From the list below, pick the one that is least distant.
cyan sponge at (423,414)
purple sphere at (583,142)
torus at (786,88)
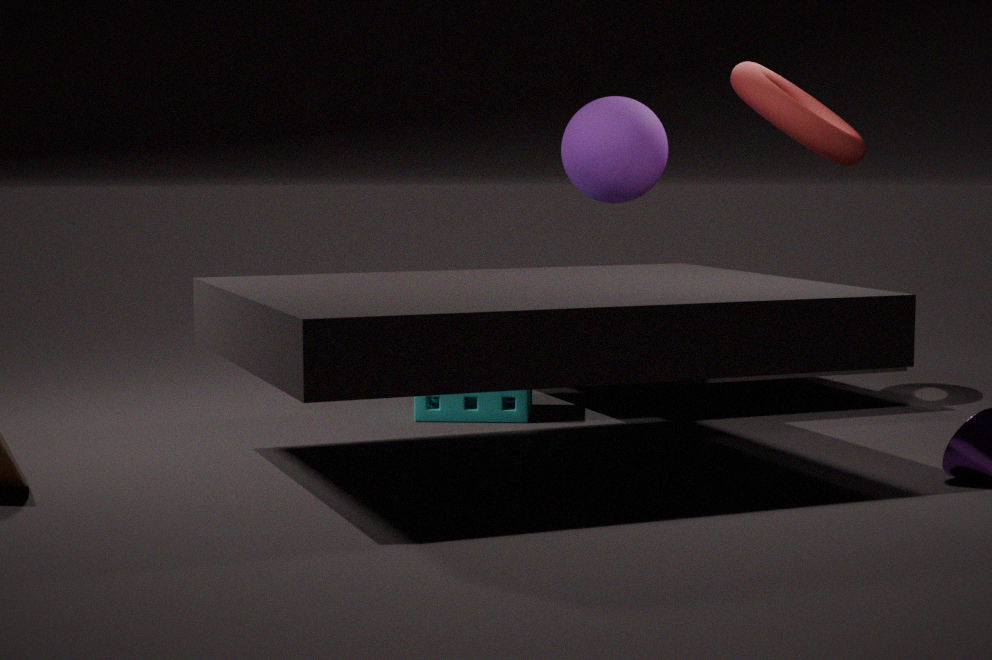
cyan sponge at (423,414)
